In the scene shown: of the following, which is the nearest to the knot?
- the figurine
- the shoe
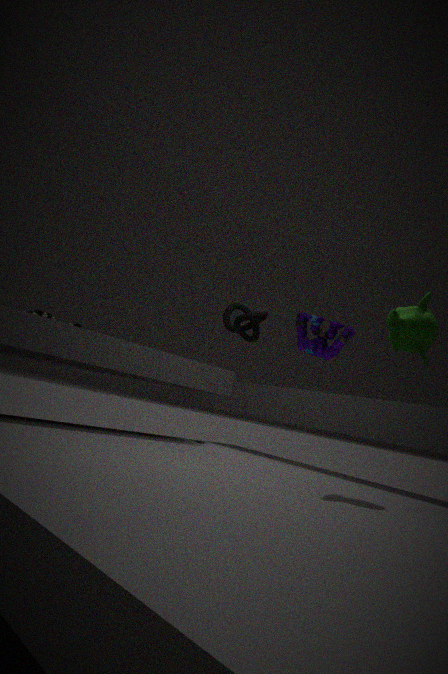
the figurine
